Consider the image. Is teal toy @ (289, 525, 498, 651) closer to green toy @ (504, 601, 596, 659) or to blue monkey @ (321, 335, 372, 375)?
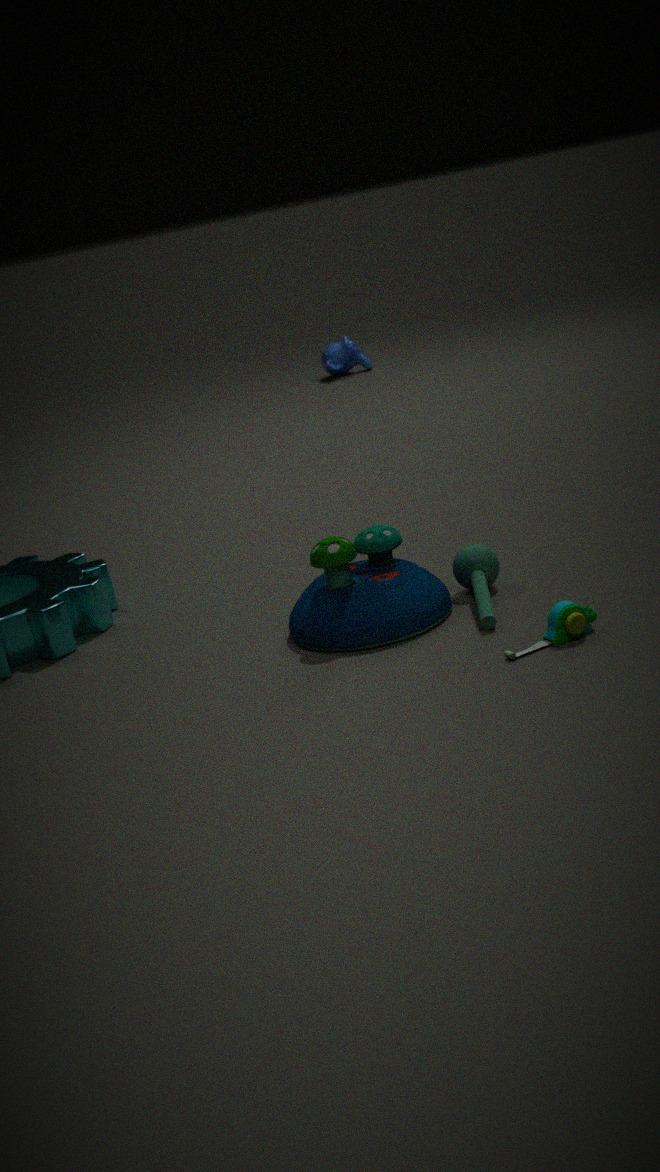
green toy @ (504, 601, 596, 659)
